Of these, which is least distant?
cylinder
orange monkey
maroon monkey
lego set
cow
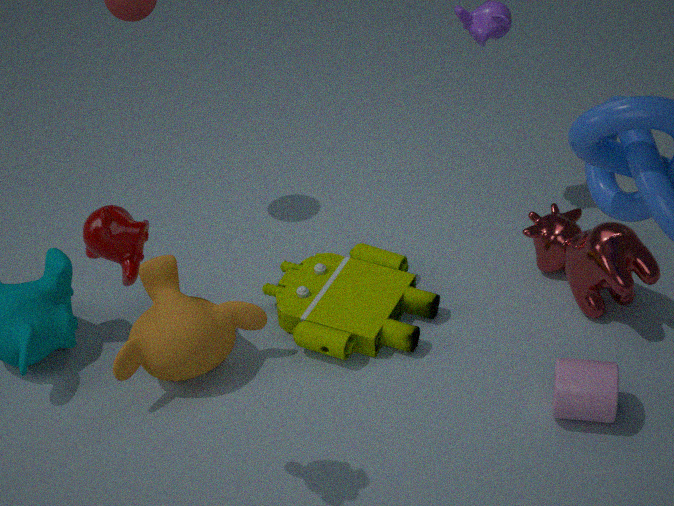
maroon monkey
